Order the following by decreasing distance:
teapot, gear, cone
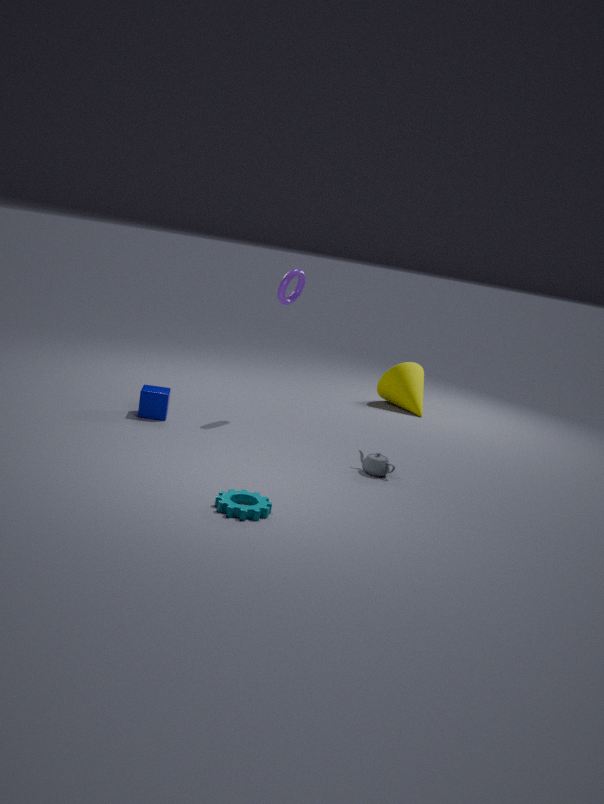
cone < teapot < gear
